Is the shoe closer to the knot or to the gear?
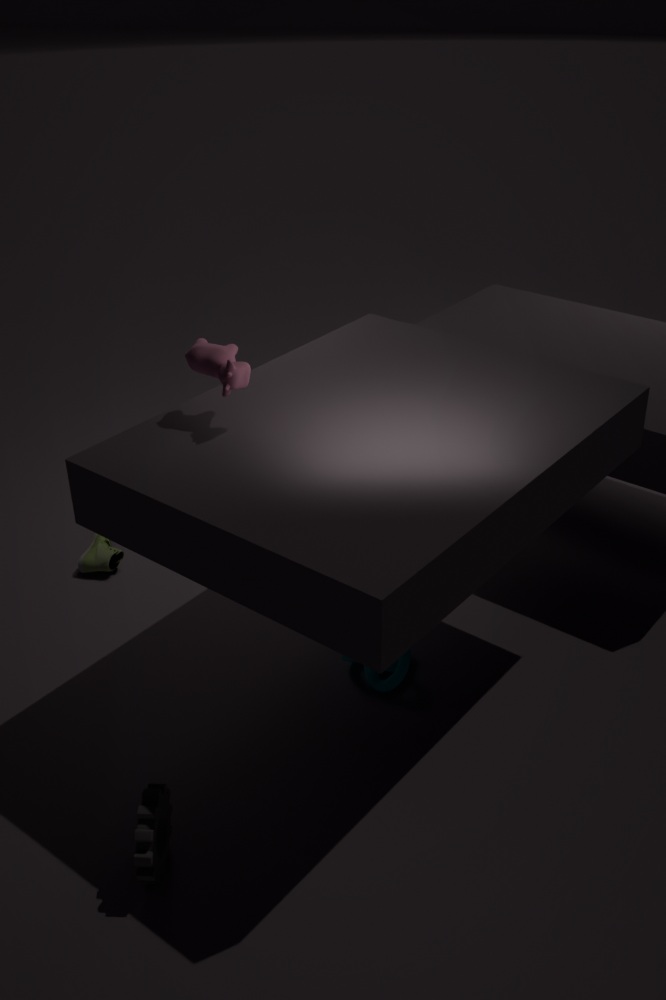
the knot
